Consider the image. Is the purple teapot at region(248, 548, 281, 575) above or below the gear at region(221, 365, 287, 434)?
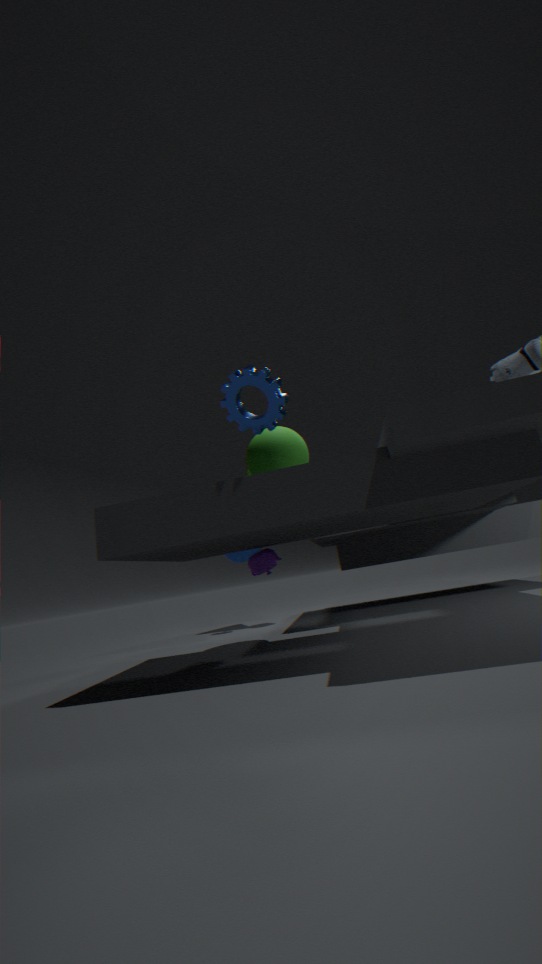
below
